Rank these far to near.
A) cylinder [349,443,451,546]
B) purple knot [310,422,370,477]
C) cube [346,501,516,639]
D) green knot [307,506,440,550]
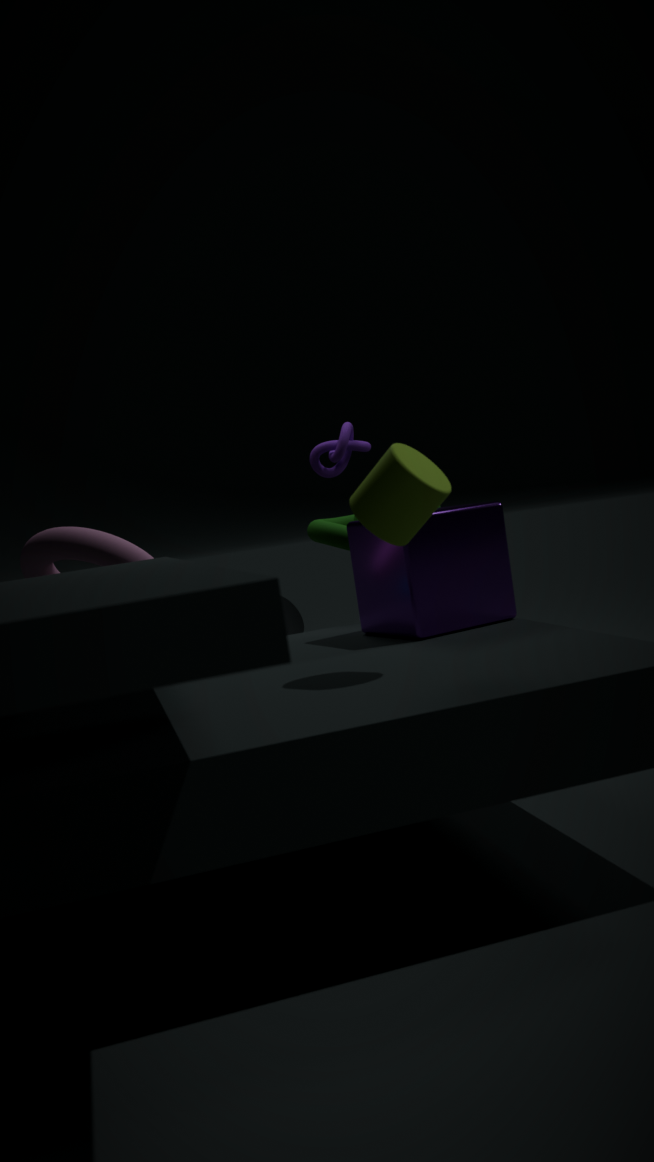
purple knot [310,422,370,477]
green knot [307,506,440,550]
cube [346,501,516,639]
cylinder [349,443,451,546]
